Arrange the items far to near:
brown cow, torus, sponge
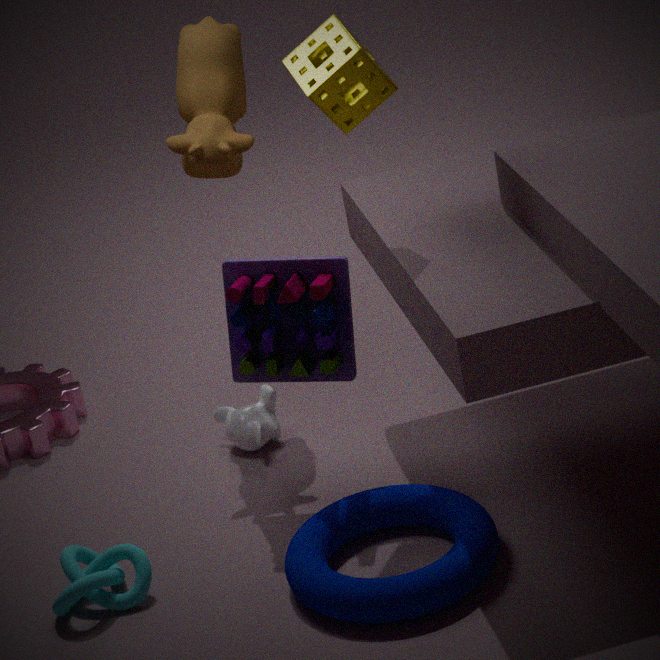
brown cow
sponge
torus
